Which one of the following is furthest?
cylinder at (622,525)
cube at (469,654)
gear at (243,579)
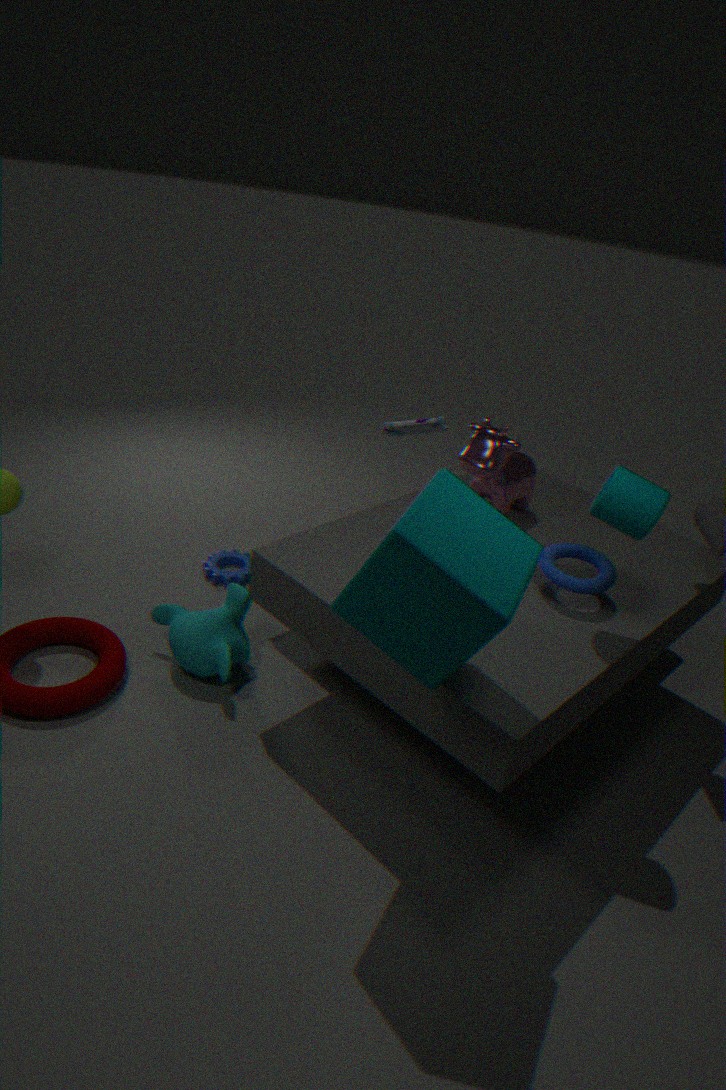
gear at (243,579)
